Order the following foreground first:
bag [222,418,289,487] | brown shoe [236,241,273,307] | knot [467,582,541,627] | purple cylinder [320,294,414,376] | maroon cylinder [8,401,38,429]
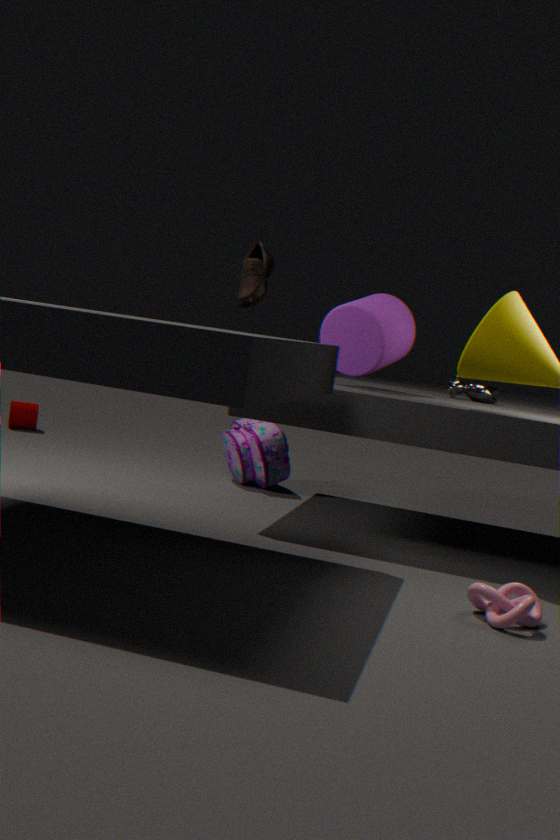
knot [467,582,541,627] < brown shoe [236,241,273,307] < purple cylinder [320,294,414,376] < bag [222,418,289,487] < maroon cylinder [8,401,38,429]
